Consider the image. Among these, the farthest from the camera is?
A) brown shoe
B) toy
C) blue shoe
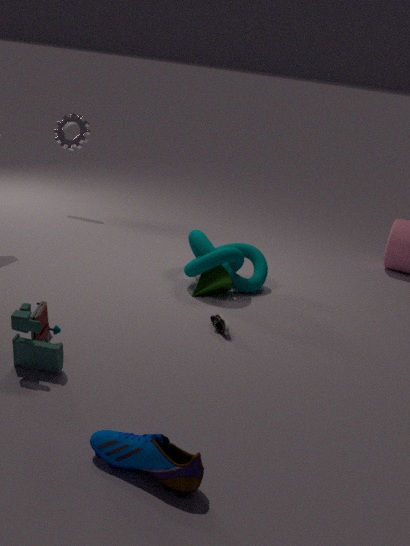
brown shoe
